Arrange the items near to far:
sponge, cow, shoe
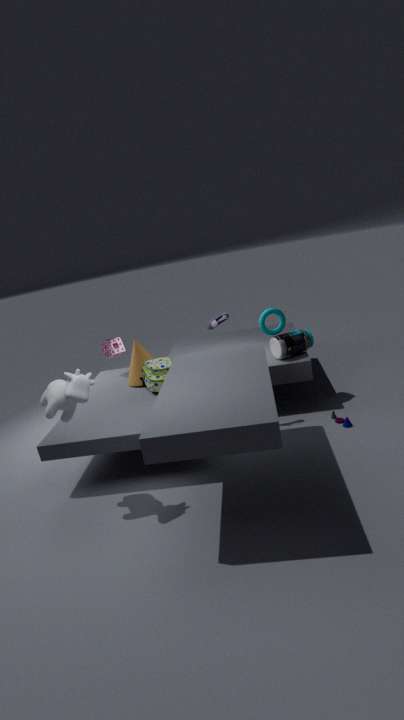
cow
shoe
sponge
